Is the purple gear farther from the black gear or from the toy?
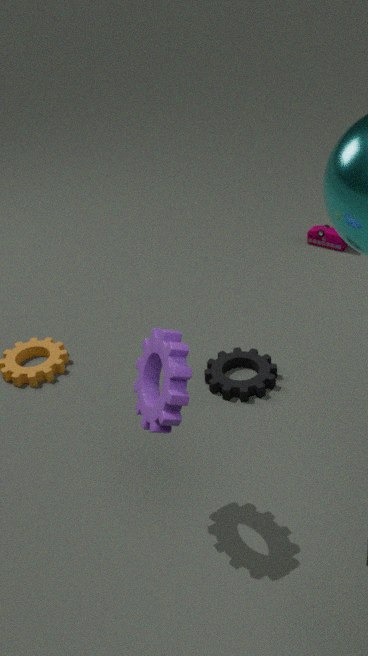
the toy
